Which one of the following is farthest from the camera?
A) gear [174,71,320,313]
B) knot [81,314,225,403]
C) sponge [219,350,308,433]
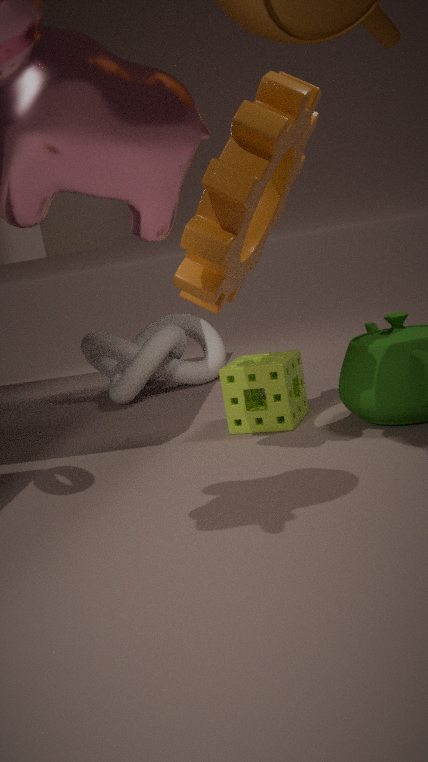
knot [81,314,225,403]
